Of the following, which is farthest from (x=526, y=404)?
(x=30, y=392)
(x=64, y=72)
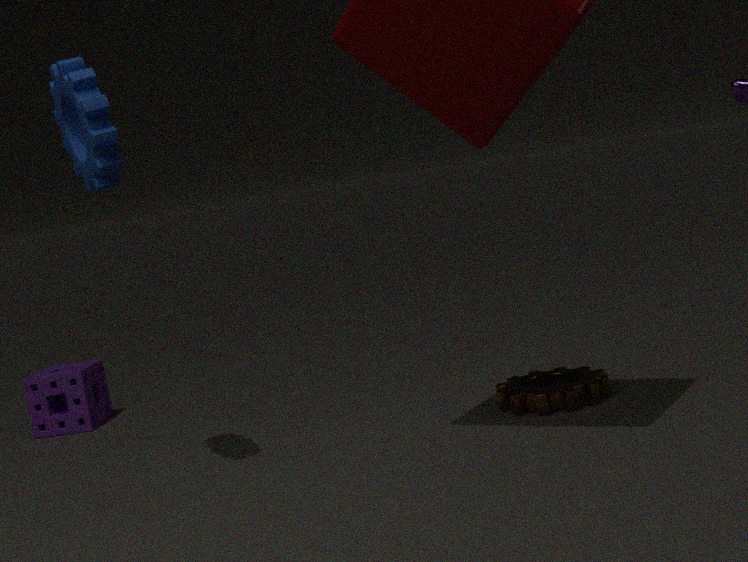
(x=30, y=392)
